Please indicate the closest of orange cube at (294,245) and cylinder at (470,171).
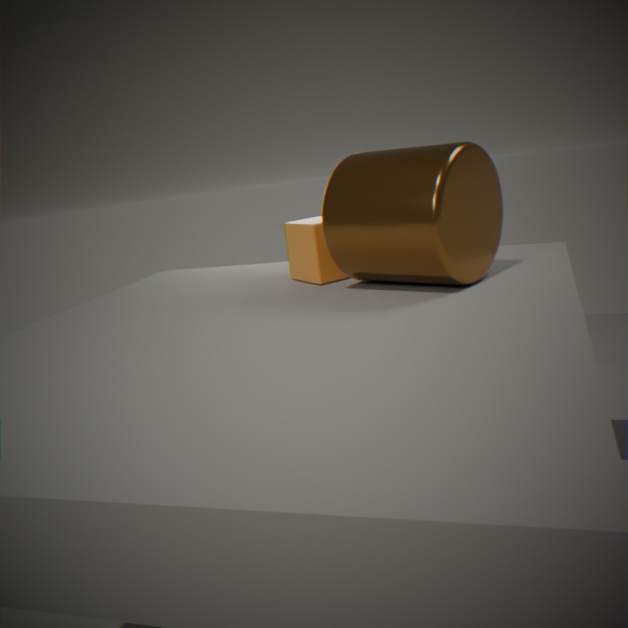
cylinder at (470,171)
